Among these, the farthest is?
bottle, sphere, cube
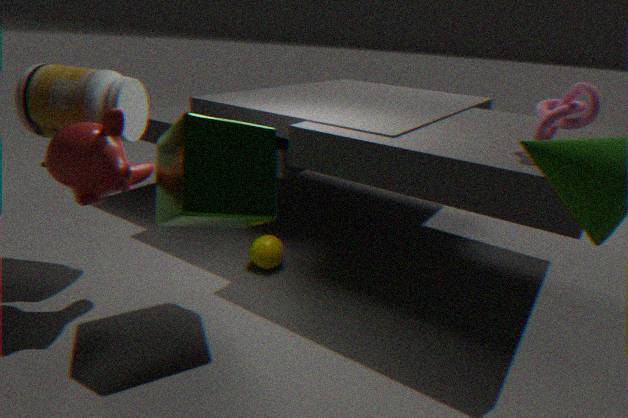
sphere
